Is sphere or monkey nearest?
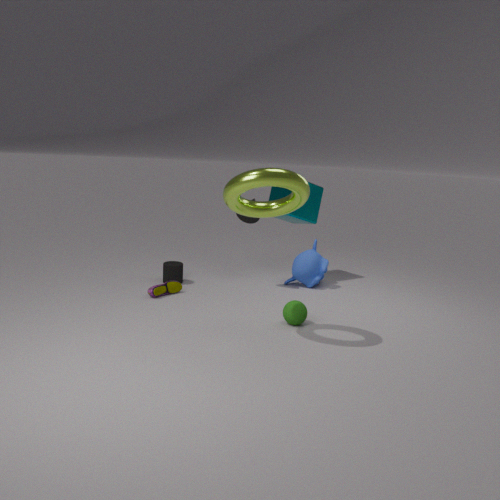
sphere
